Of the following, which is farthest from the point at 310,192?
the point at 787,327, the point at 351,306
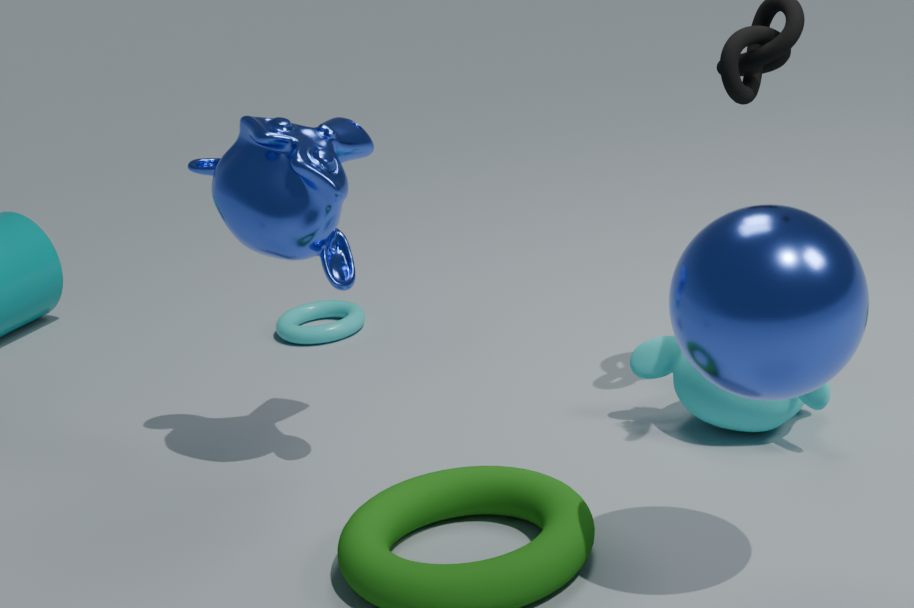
the point at 787,327
